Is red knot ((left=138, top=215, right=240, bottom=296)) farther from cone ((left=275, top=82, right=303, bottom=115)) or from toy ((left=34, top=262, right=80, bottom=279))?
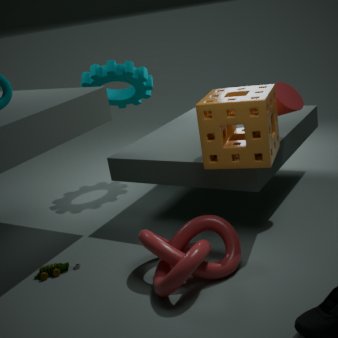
cone ((left=275, top=82, right=303, bottom=115))
